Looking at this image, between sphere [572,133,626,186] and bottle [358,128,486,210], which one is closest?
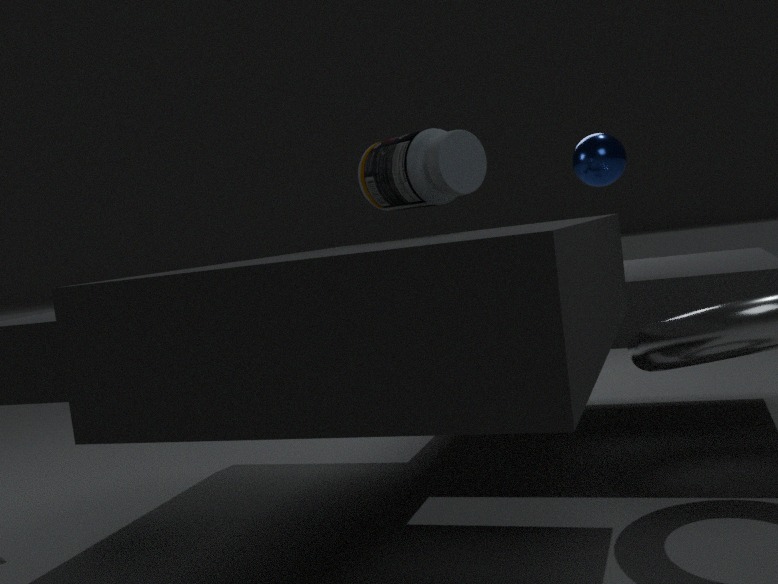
bottle [358,128,486,210]
